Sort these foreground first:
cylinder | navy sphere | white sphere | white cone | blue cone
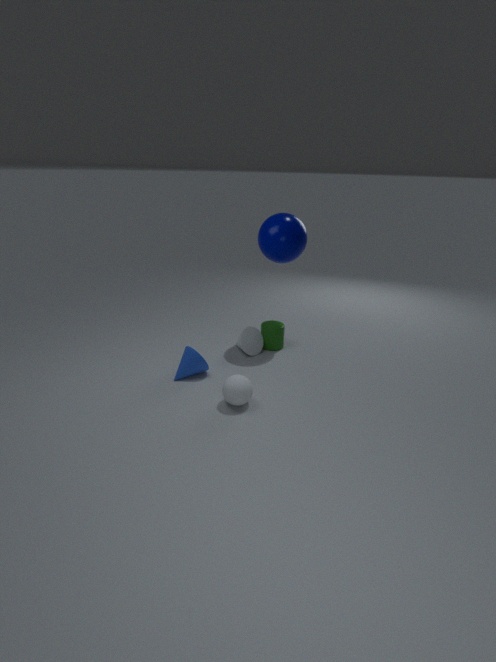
white sphere
blue cone
navy sphere
white cone
cylinder
